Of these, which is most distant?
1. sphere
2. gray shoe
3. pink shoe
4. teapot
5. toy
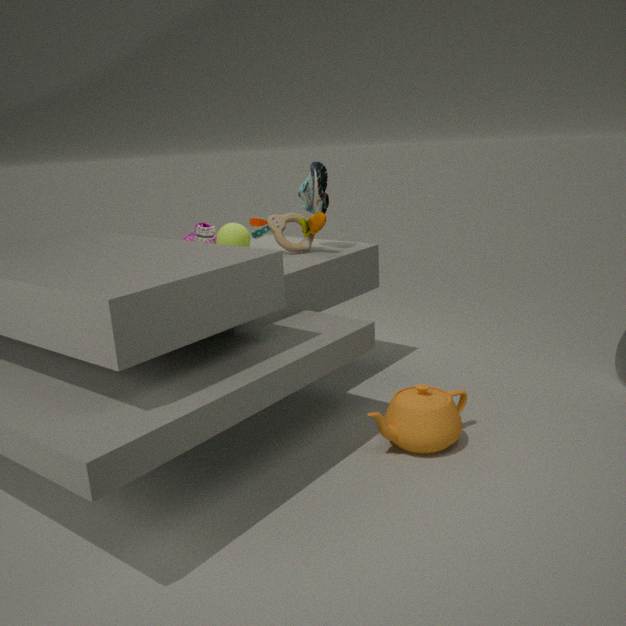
pink shoe
